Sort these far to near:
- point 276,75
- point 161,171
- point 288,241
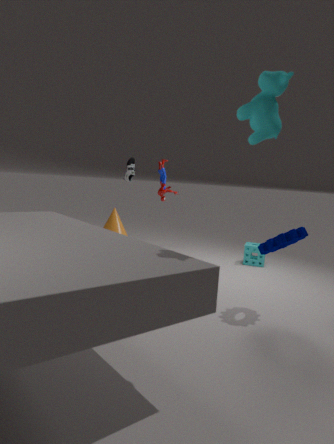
point 161,171
point 288,241
point 276,75
